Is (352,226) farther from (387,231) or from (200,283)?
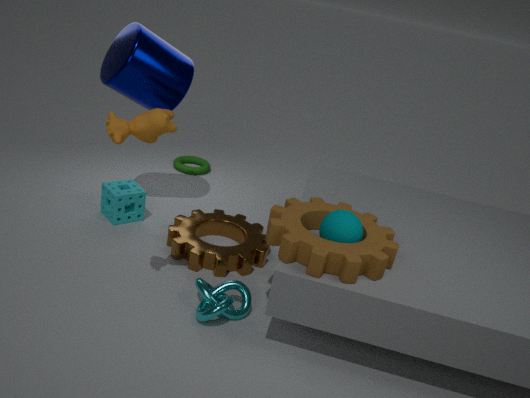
(200,283)
